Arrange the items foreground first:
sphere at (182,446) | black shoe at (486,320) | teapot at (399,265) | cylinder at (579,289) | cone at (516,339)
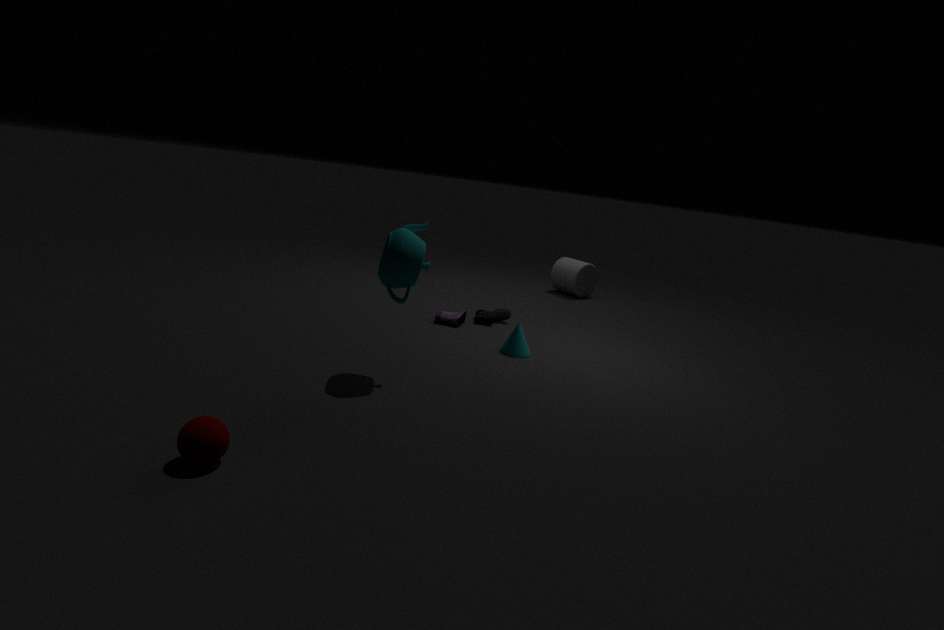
sphere at (182,446) < teapot at (399,265) < cone at (516,339) < black shoe at (486,320) < cylinder at (579,289)
